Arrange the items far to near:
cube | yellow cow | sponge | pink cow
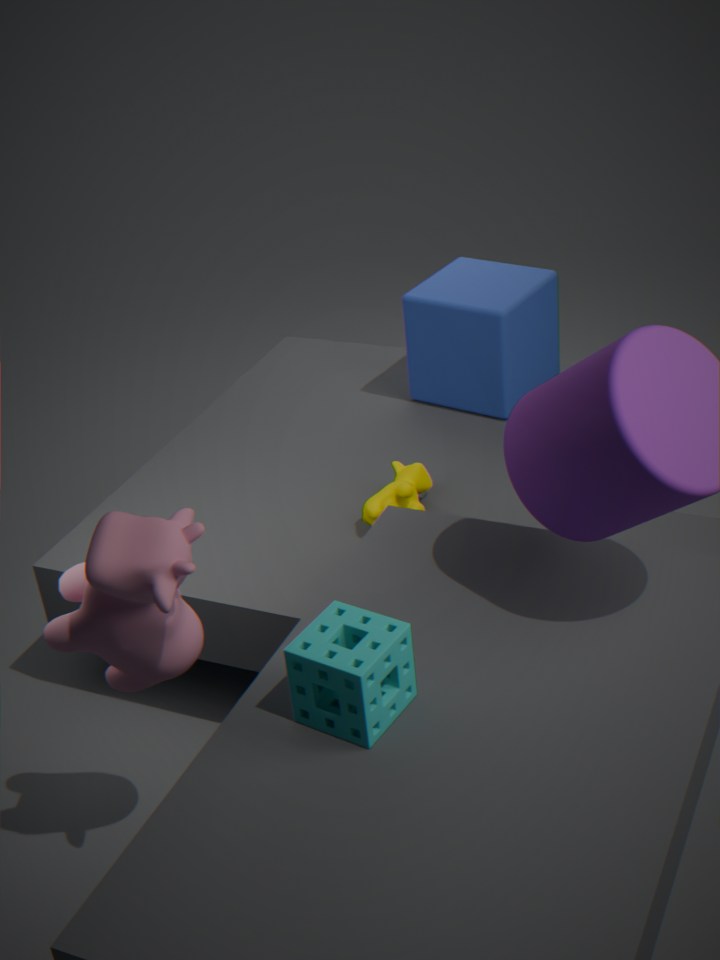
cube, yellow cow, pink cow, sponge
